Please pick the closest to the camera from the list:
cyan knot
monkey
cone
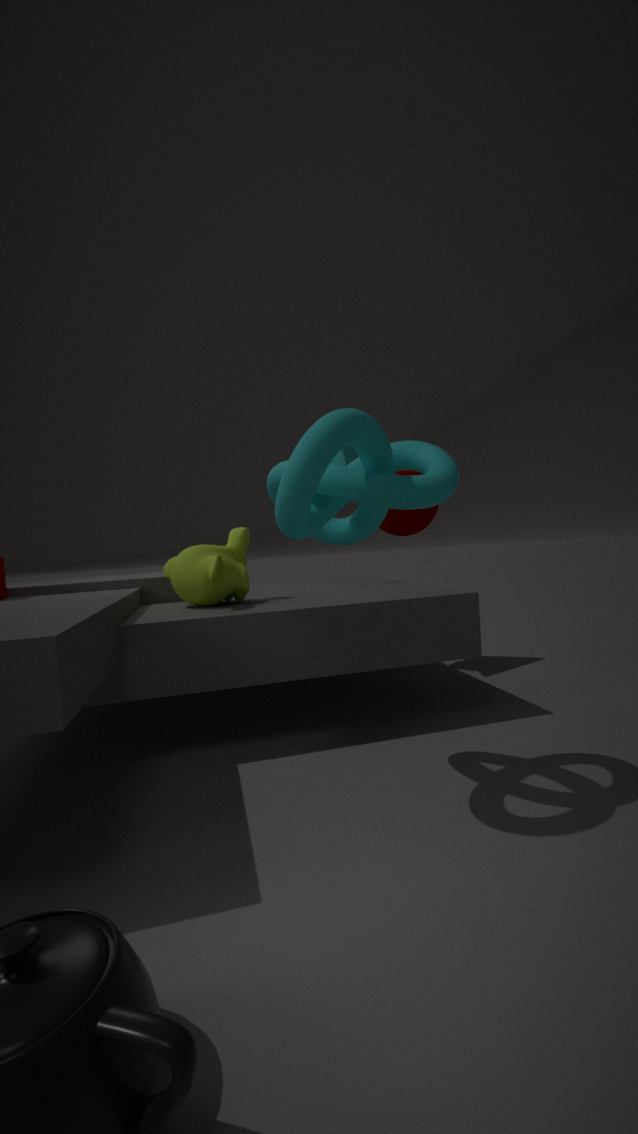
cyan knot
